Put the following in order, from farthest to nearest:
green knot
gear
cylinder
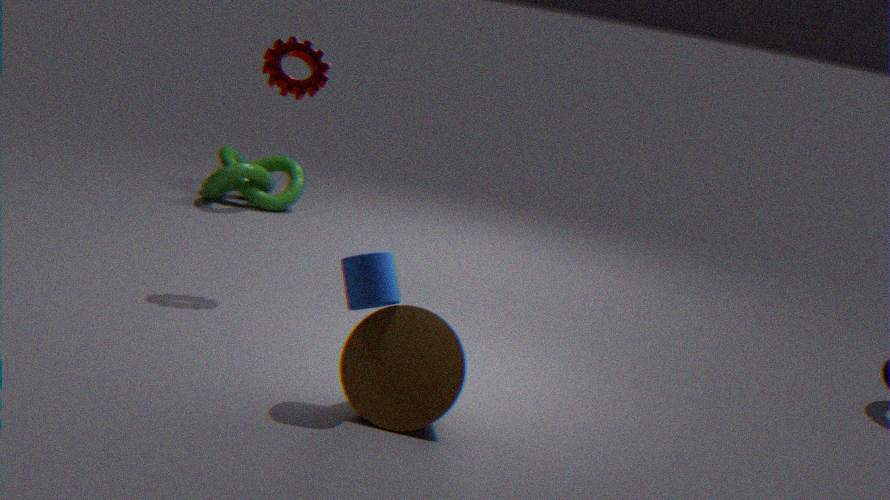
green knot < gear < cylinder
